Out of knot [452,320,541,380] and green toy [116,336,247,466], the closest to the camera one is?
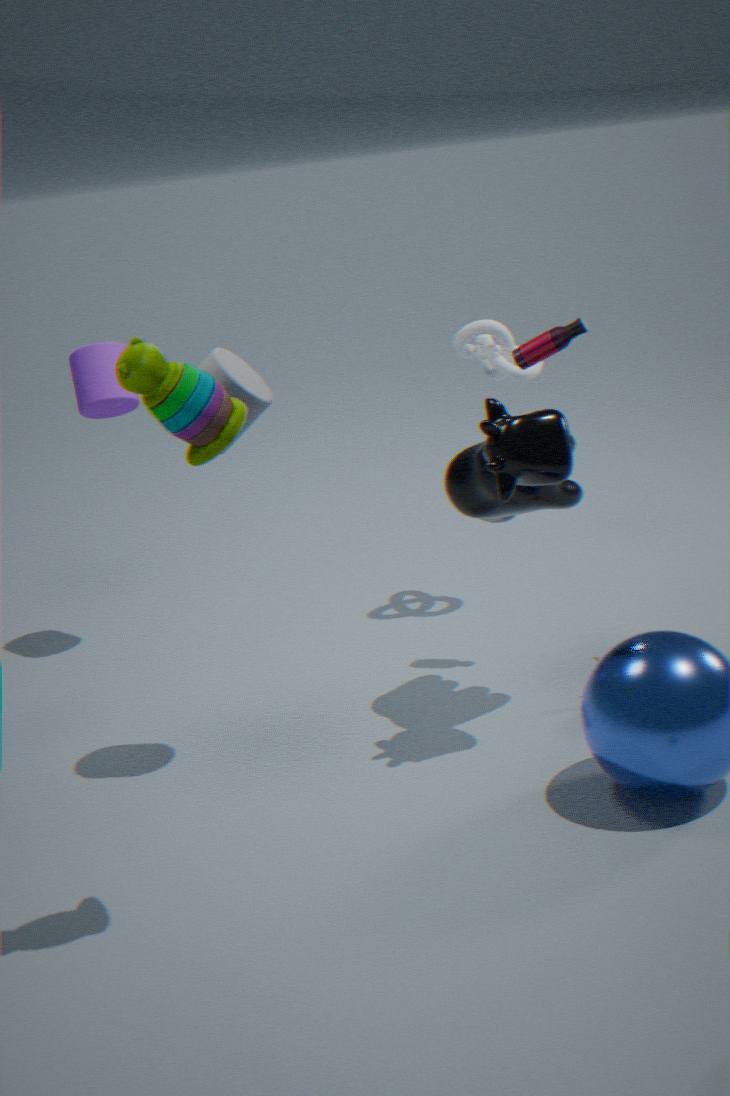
green toy [116,336,247,466]
